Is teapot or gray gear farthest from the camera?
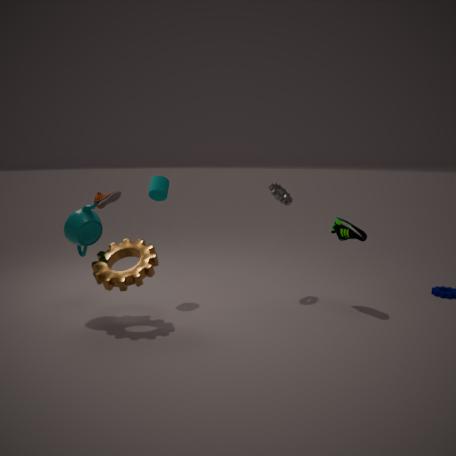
gray gear
